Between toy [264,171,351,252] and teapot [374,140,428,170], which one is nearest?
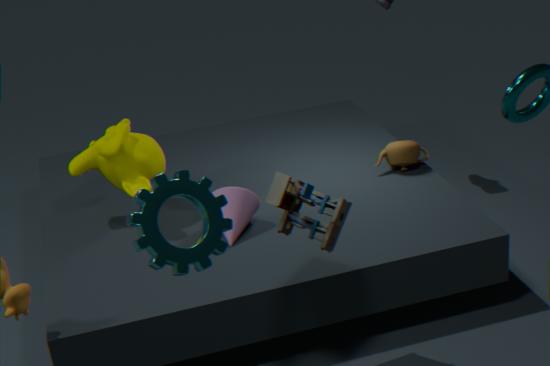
toy [264,171,351,252]
